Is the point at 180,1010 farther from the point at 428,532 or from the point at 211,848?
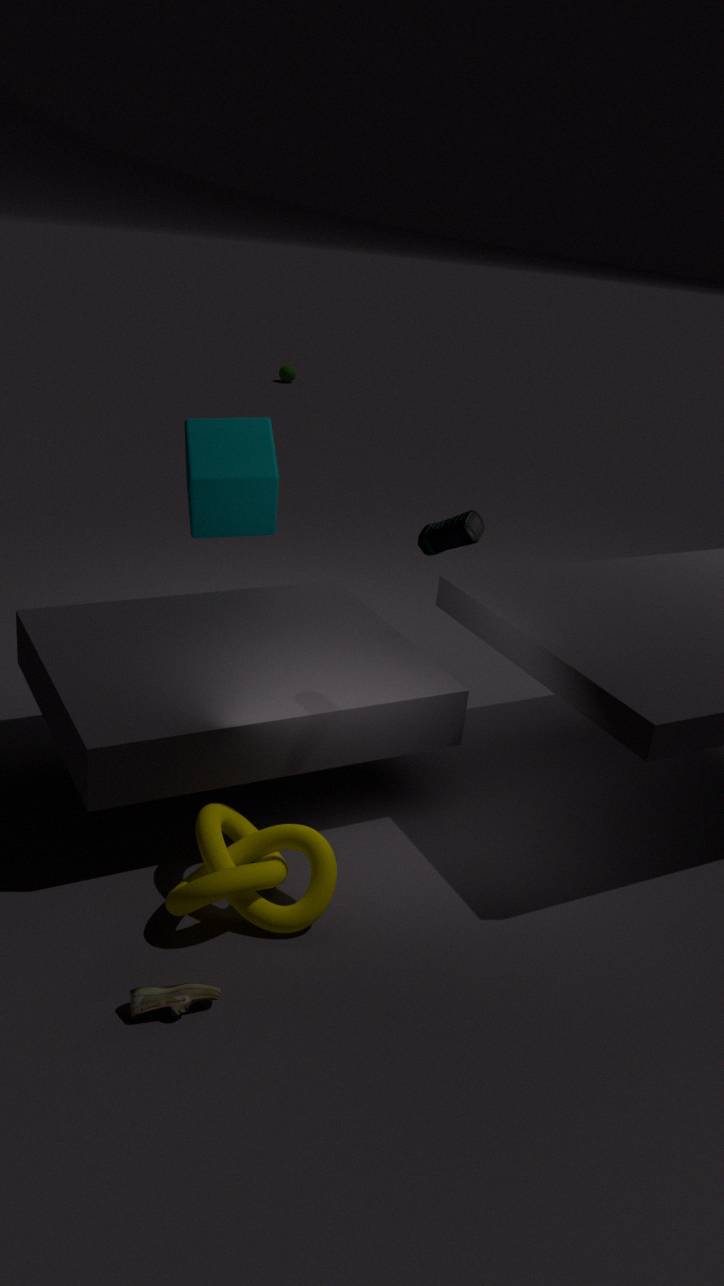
the point at 428,532
